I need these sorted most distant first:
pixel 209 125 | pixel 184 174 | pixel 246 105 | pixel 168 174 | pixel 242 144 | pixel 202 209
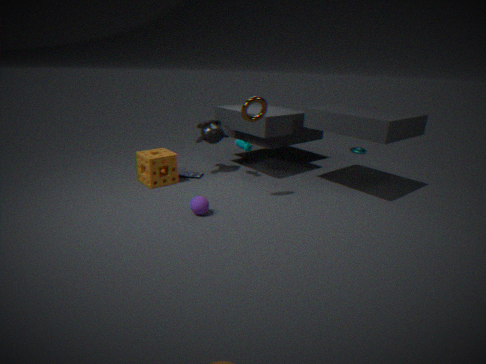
pixel 184 174 < pixel 209 125 < pixel 242 144 < pixel 168 174 < pixel 202 209 < pixel 246 105
